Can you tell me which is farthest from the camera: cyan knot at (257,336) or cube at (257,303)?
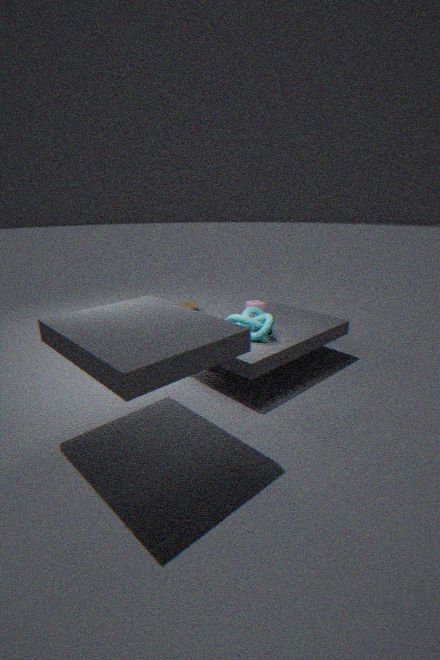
cube at (257,303)
